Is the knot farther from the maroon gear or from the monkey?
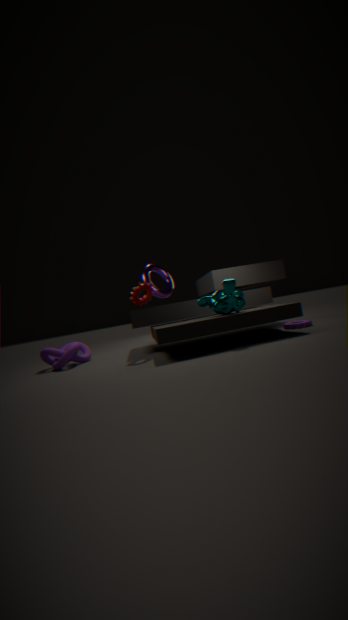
the monkey
